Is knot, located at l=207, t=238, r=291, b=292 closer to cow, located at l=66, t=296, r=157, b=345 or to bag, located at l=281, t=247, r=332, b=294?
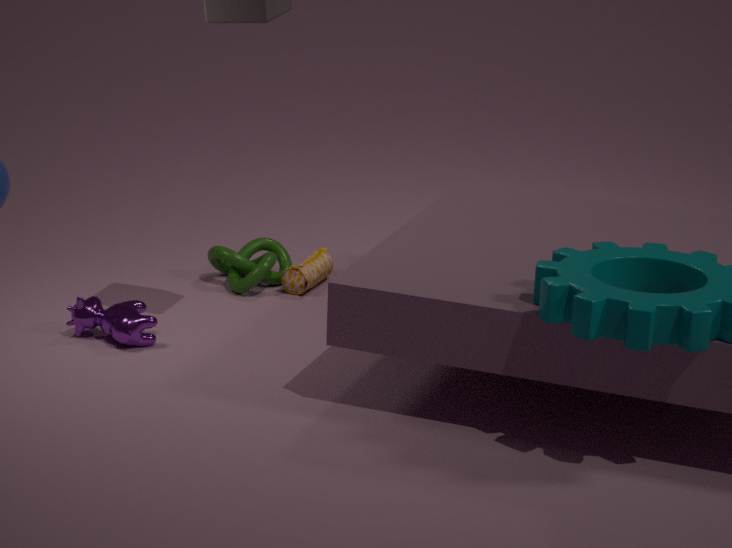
bag, located at l=281, t=247, r=332, b=294
